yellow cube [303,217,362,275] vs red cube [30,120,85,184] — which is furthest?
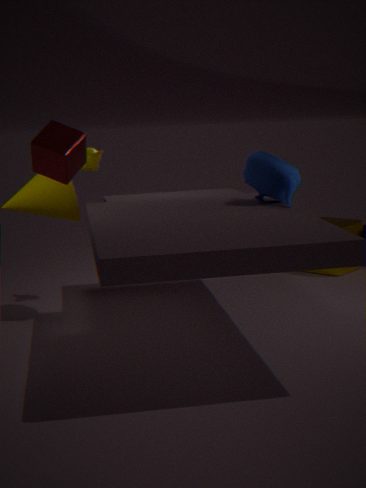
yellow cube [303,217,362,275]
